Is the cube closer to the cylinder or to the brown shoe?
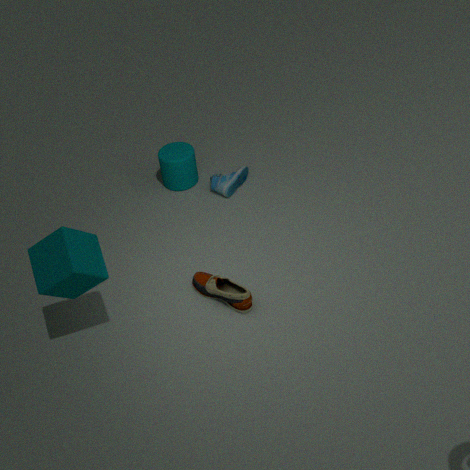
the brown shoe
